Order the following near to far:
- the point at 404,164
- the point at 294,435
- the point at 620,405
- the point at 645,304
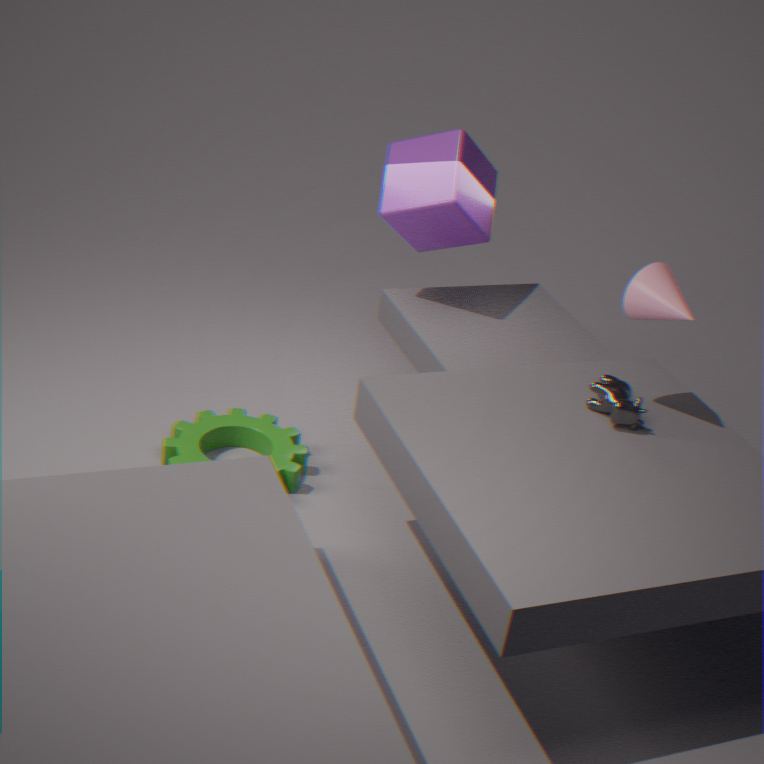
the point at 645,304 → the point at 620,405 → the point at 294,435 → the point at 404,164
